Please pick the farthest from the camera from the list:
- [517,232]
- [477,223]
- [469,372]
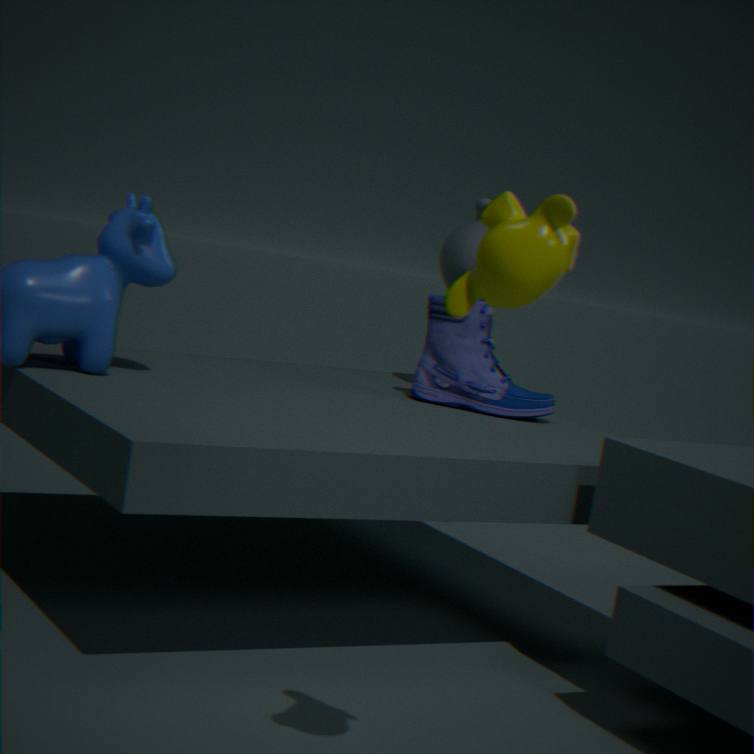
[477,223]
